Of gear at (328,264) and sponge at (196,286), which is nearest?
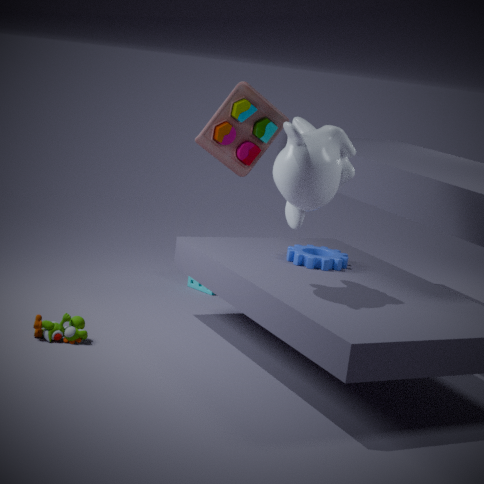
gear at (328,264)
